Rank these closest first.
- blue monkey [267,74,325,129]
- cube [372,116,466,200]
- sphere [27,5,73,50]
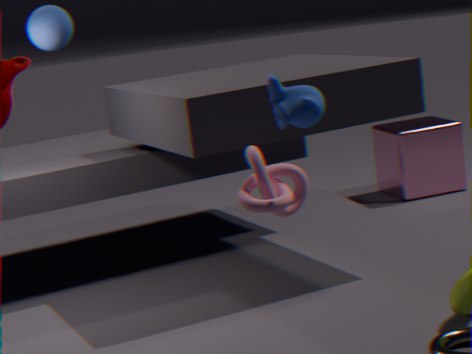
blue monkey [267,74,325,129]
sphere [27,5,73,50]
cube [372,116,466,200]
